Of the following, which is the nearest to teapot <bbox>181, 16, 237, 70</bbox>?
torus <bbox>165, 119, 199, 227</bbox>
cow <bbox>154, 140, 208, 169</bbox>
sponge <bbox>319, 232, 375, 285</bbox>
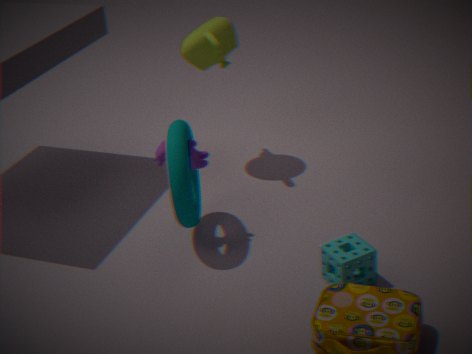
torus <bbox>165, 119, 199, 227</bbox>
